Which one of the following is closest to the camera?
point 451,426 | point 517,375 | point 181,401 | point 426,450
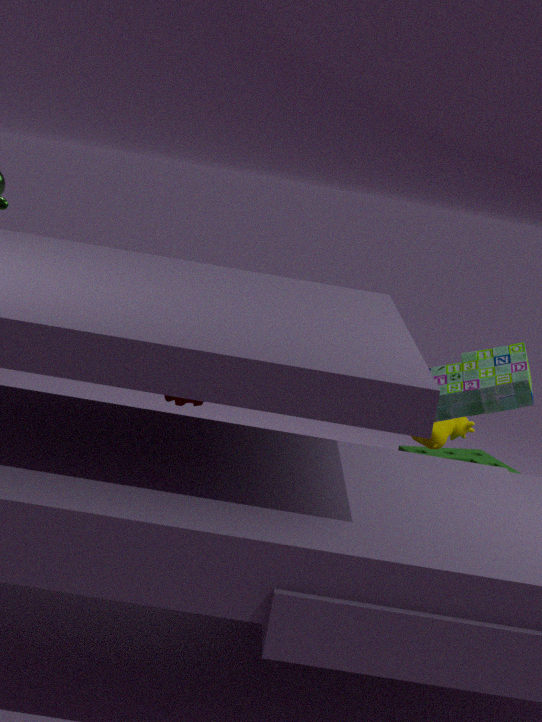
point 517,375
